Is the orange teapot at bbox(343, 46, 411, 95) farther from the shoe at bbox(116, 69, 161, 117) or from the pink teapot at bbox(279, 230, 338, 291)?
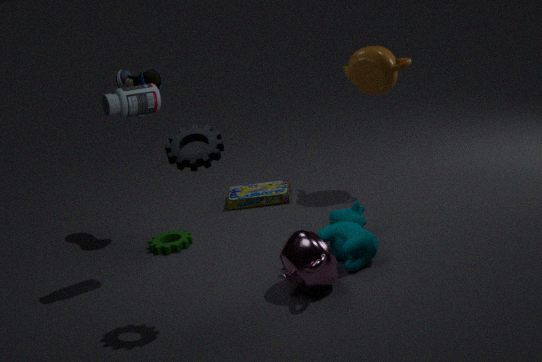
the pink teapot at bbox(279, 230, 338, 291)
